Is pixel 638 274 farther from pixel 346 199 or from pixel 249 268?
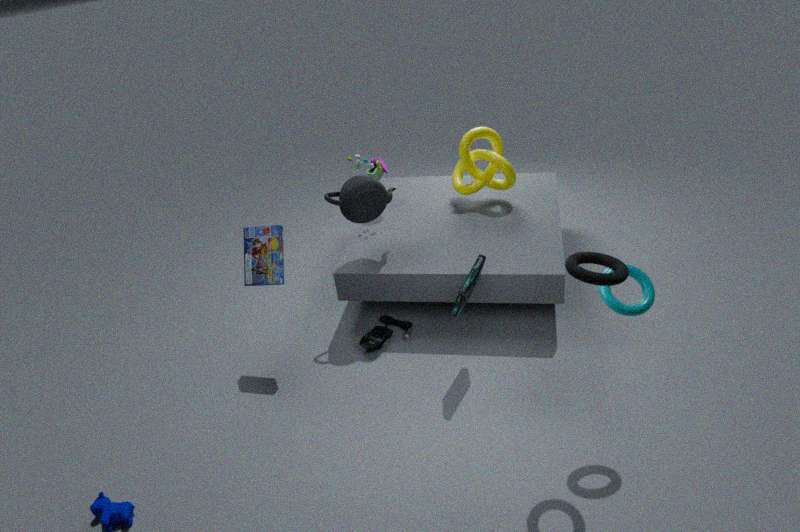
pixel 249 268
